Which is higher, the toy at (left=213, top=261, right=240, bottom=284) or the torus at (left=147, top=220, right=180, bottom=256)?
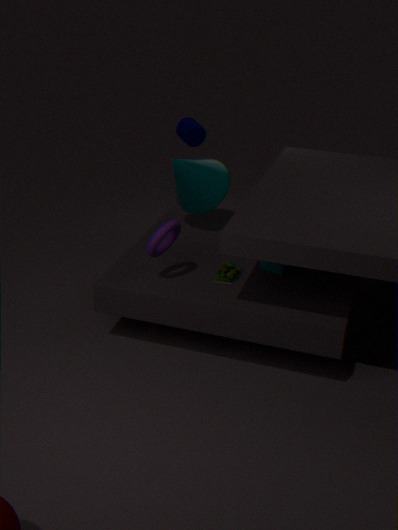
the torus at (left=147, top=220, right=180, bottom=256)
